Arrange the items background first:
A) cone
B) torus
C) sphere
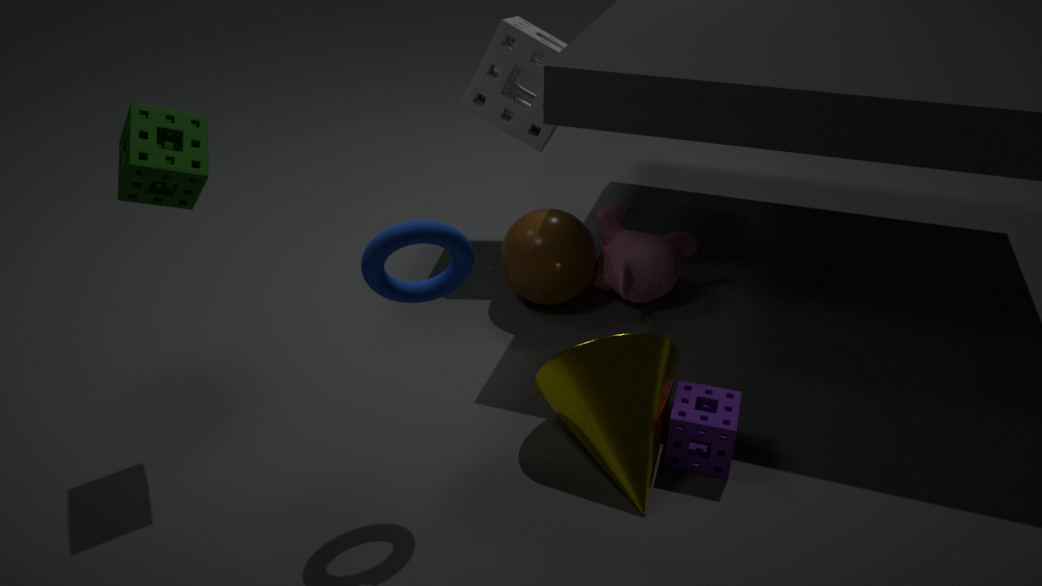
sphere, cone, torus
